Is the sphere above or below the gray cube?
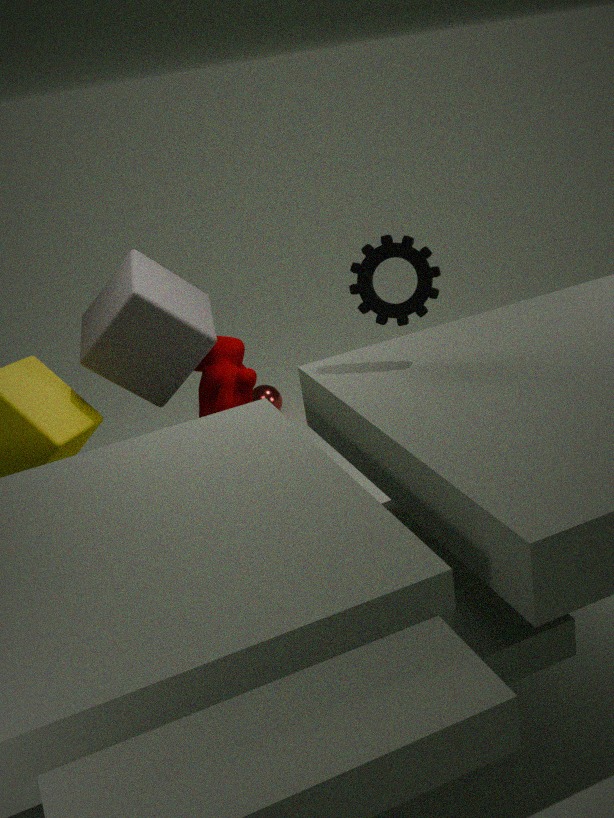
below
